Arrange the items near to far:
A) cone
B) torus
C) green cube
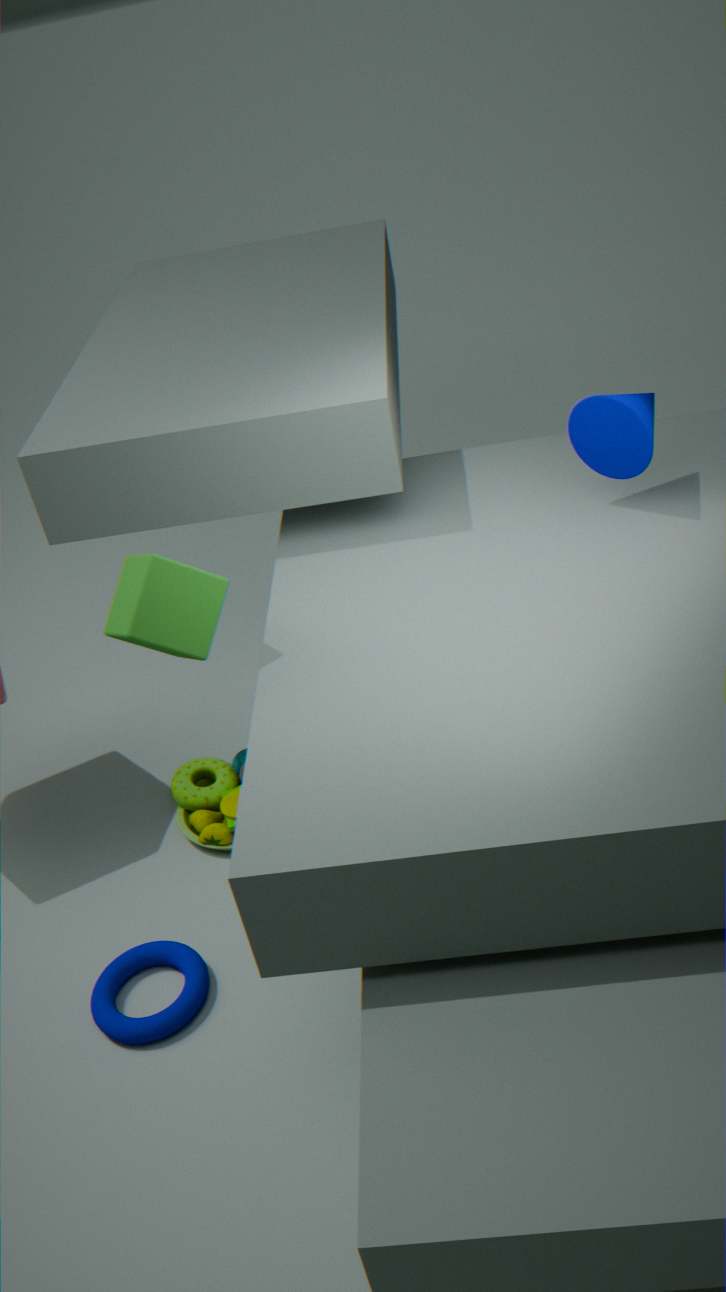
green cube
torus
cone
